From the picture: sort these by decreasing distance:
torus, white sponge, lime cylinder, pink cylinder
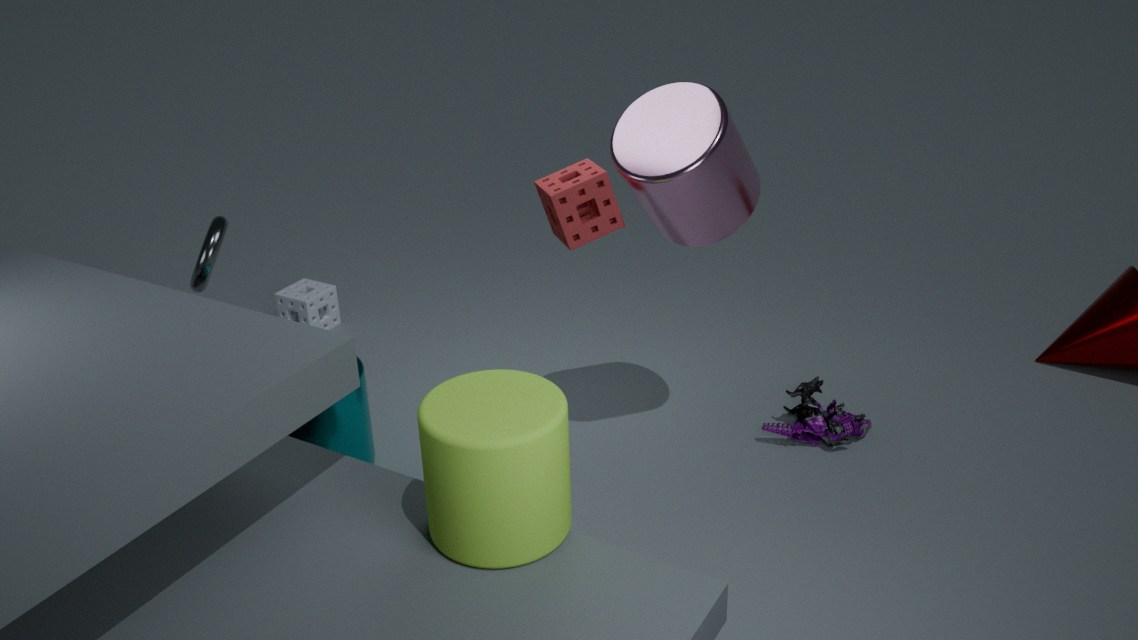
white sponge → torus → pink cylinder → lime cylinder
